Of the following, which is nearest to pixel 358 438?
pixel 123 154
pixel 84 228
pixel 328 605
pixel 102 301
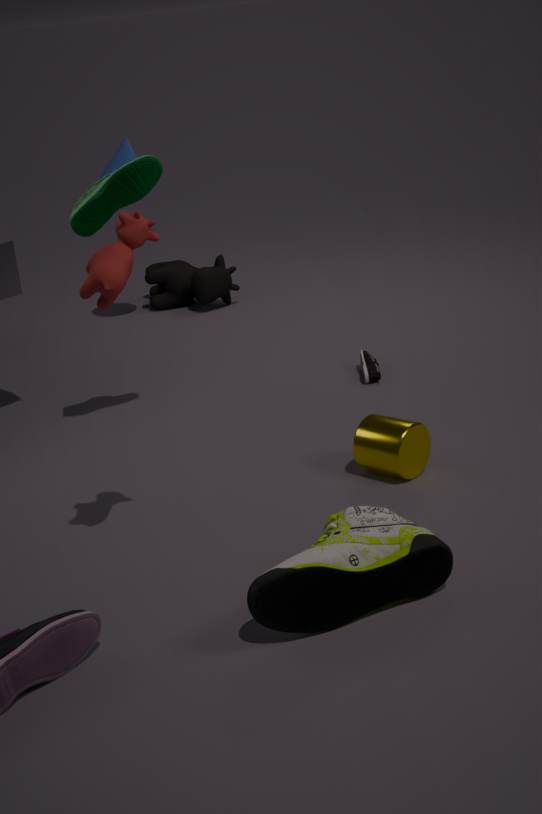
pixel 328 605
